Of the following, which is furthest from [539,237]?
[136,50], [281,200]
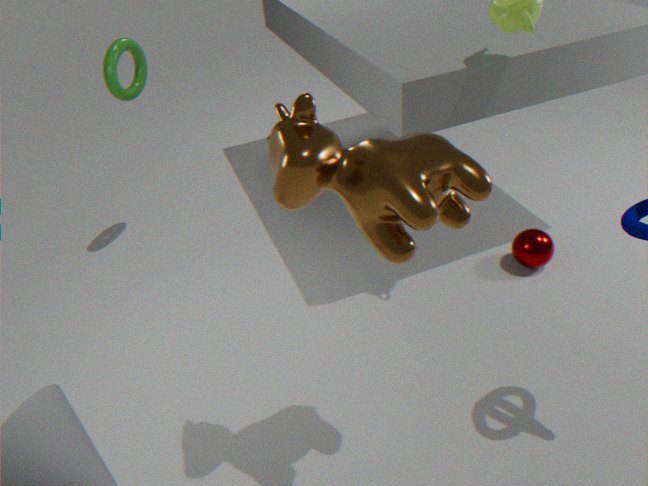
[136,50]
